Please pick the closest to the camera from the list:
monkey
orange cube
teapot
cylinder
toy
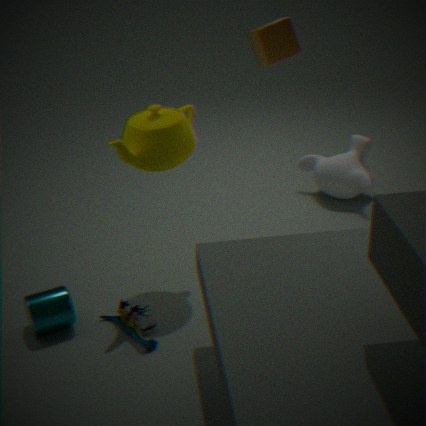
toy
